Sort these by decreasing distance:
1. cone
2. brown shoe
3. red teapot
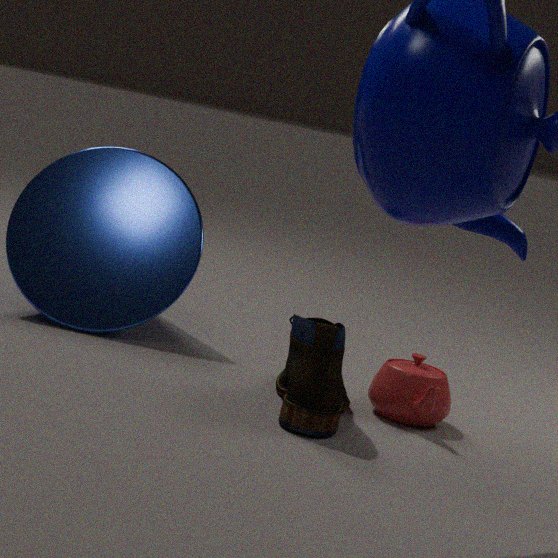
cone → red teapot → brown shoe
